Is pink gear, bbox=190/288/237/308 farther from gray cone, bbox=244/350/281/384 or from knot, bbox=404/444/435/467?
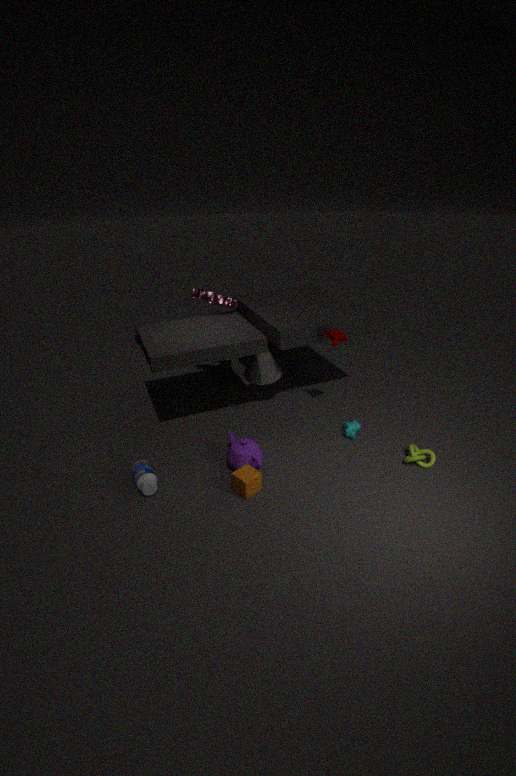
knot, bbox=404/444/435/467
